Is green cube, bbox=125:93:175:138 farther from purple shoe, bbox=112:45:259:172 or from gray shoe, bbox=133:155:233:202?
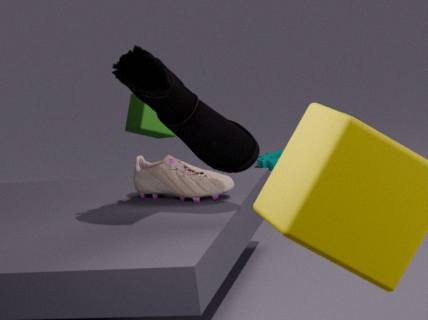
purple shoe, bbox=112:45:259:172
